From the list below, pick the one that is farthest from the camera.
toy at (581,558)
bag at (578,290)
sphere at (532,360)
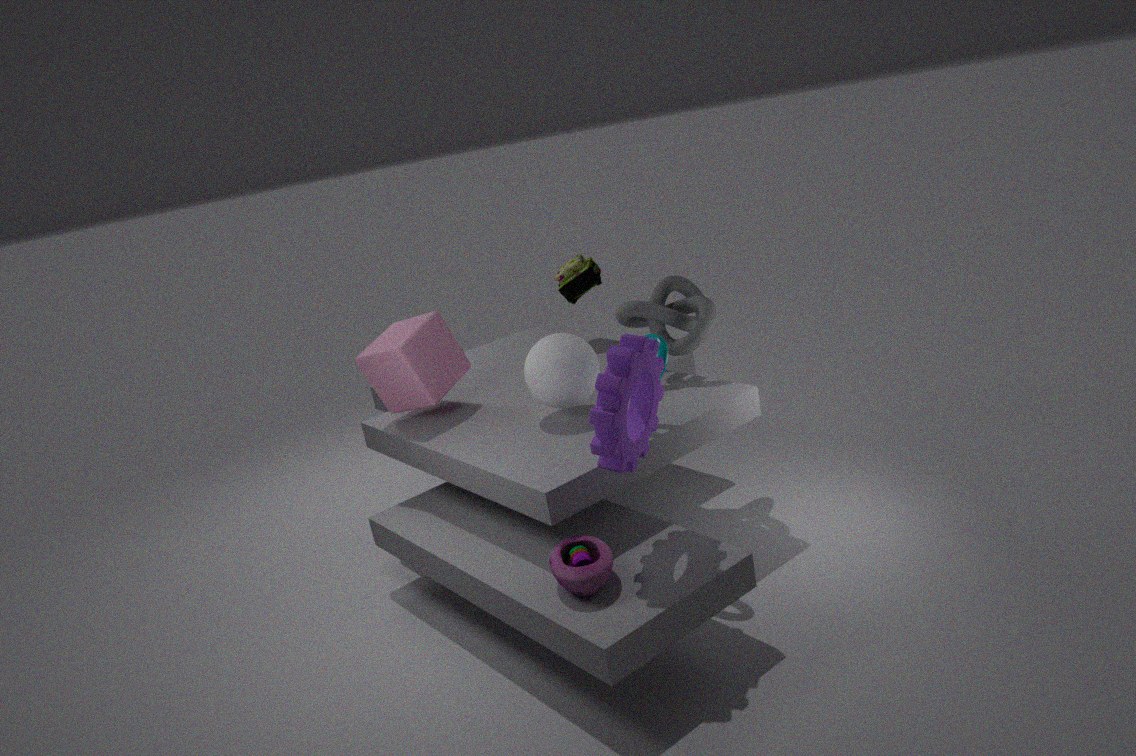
bag at (578,290)
